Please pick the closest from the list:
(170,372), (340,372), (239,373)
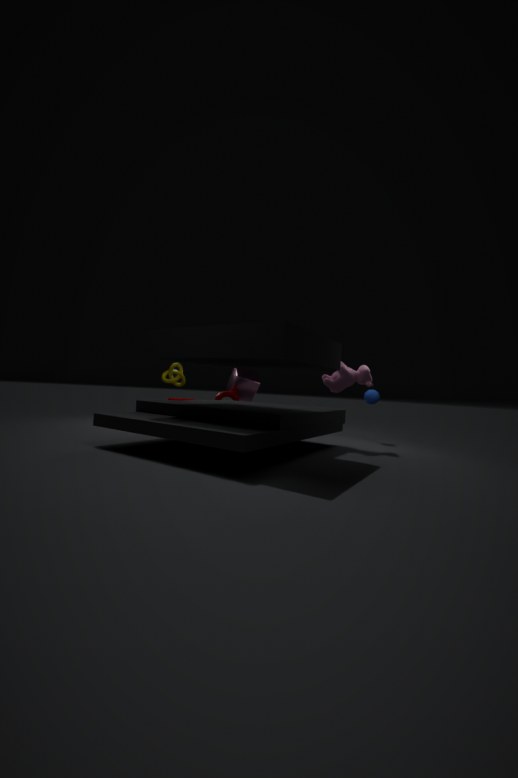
(340,372)
